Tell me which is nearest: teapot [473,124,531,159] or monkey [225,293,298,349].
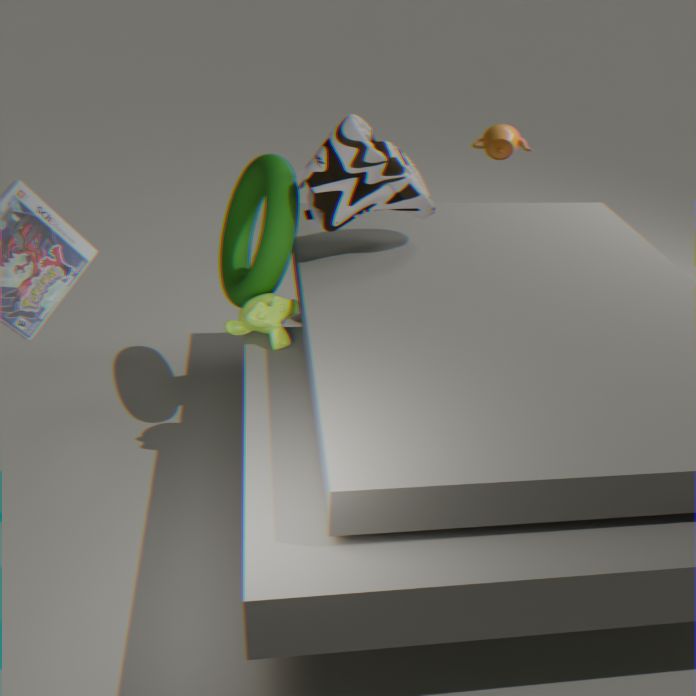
monkey [225,293,298,349]
